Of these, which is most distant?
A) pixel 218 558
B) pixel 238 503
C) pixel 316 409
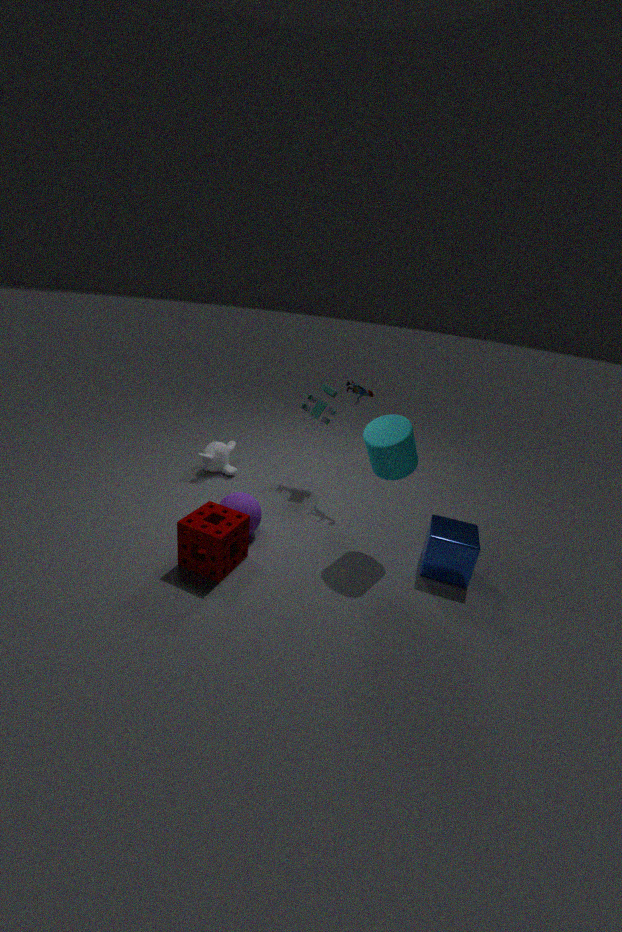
pixel 316 409
